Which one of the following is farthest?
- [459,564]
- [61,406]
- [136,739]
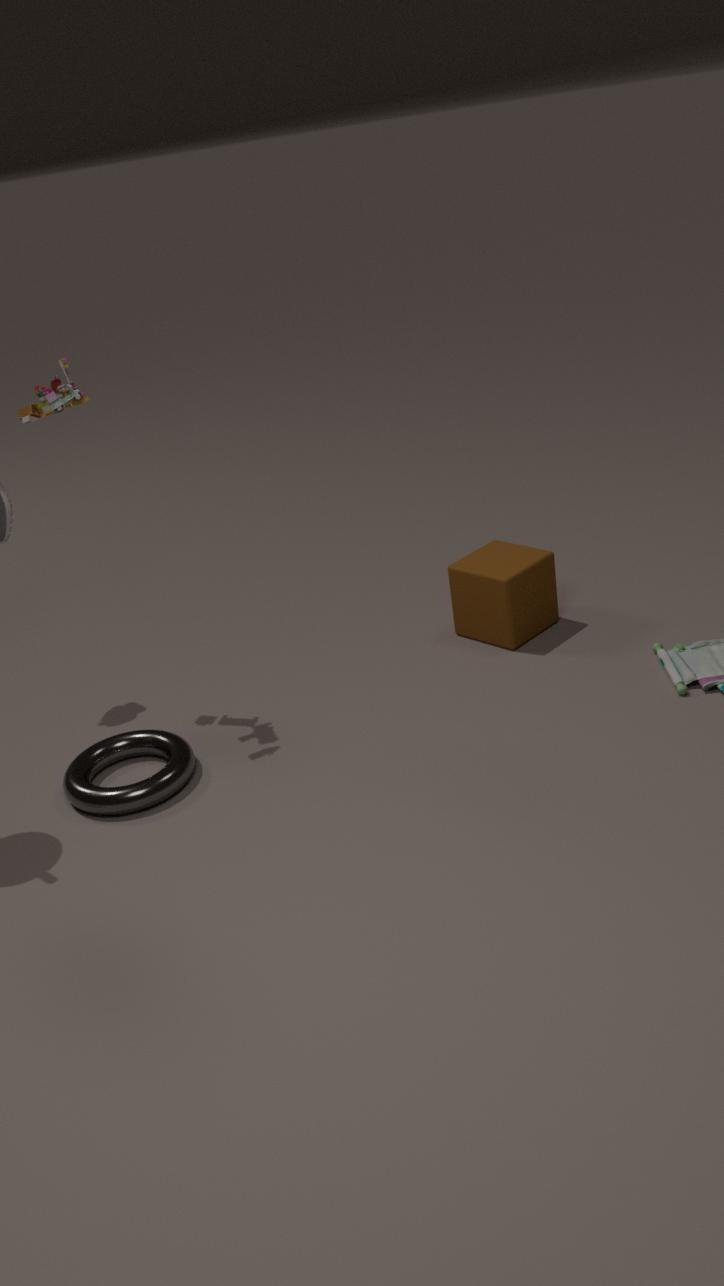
[459,564]
